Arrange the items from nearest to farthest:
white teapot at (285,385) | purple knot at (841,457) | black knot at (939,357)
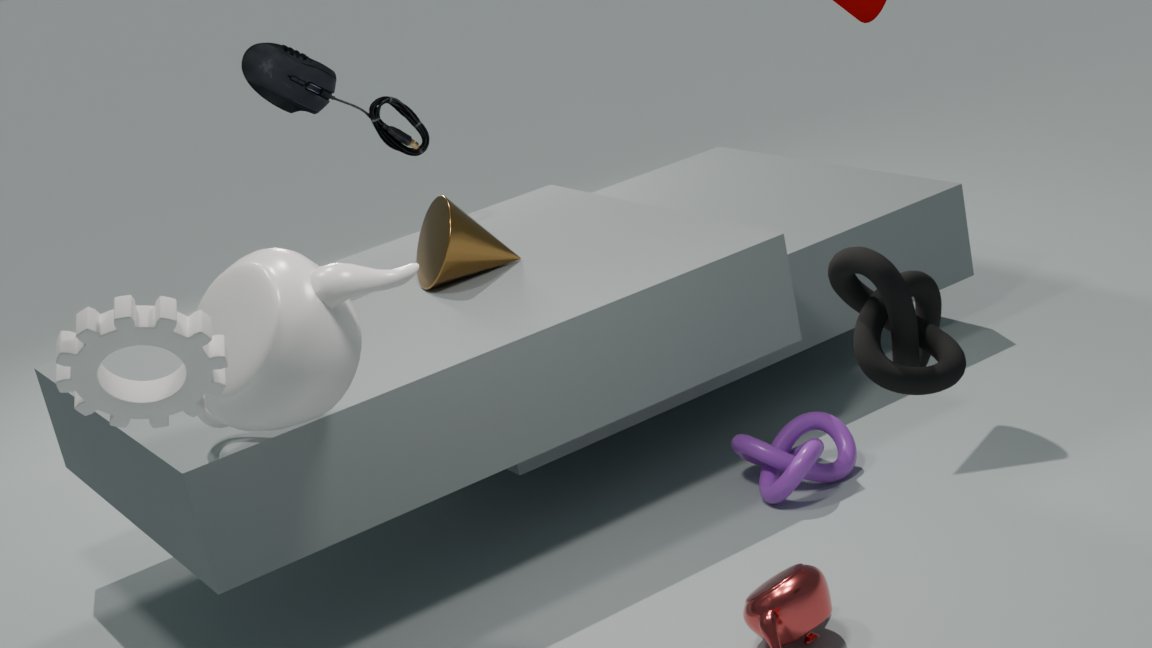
black knot at (939,357) < white teapot at (285,385) < purple knot at (841,457)
